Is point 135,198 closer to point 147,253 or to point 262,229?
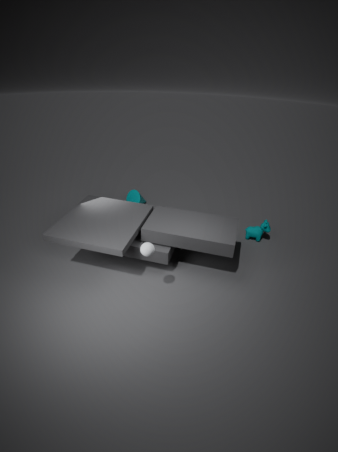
point 262,229
